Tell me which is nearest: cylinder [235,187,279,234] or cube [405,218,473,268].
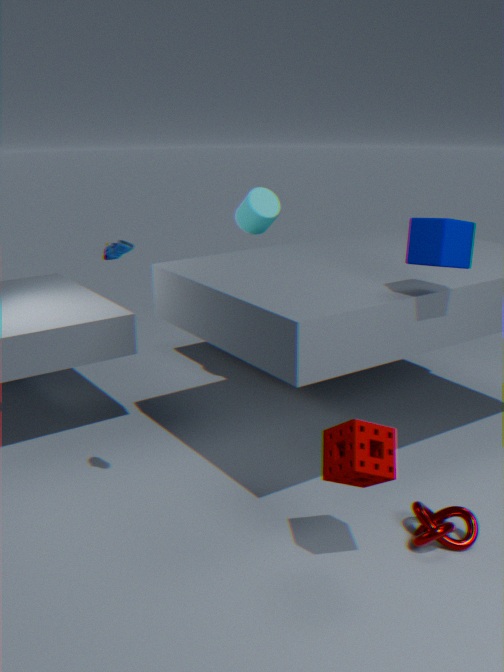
cube [405,218,473,268]
